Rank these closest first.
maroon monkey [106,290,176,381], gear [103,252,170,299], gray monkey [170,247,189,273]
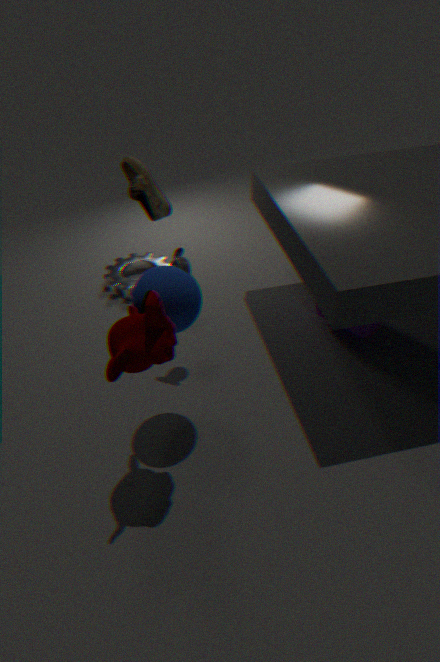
maroon monkey [106,290,176,381], gray monkey [170,247,189,273], gear [103,252,170,299]
